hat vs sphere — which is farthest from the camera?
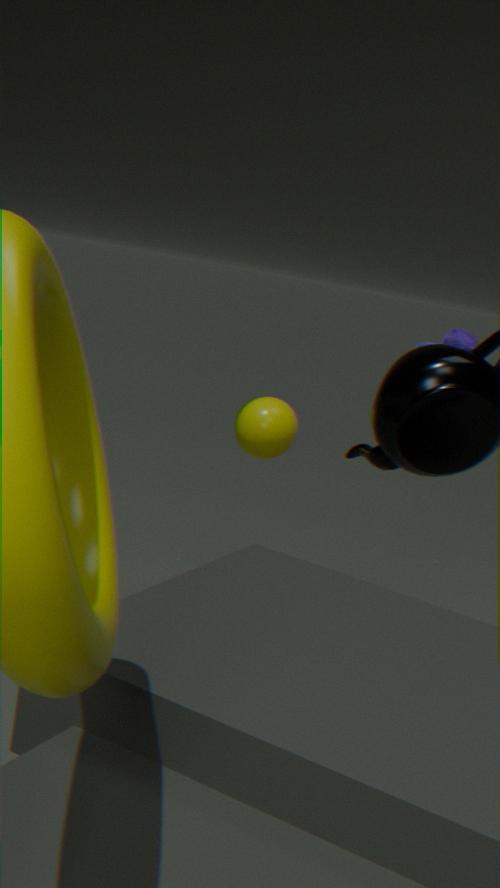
sphere
